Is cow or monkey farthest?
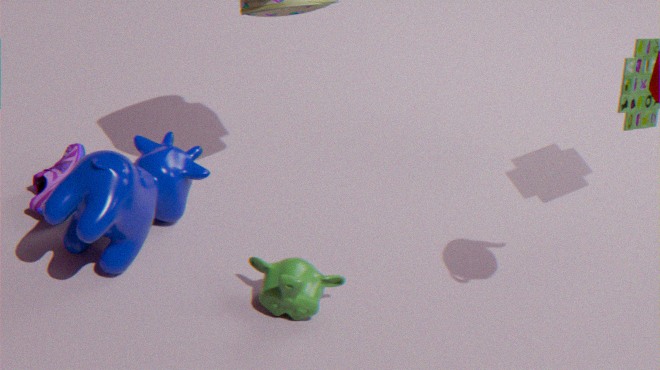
monkey
